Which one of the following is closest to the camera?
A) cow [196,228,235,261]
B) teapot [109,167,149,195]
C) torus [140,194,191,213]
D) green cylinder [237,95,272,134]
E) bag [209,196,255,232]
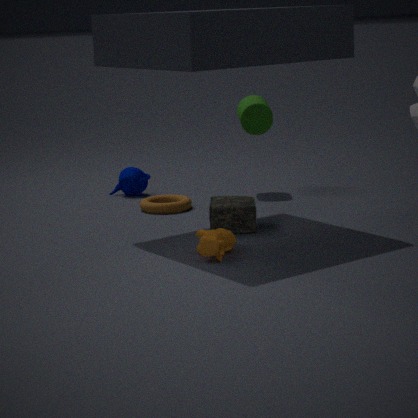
cow [196,228,235,261]
